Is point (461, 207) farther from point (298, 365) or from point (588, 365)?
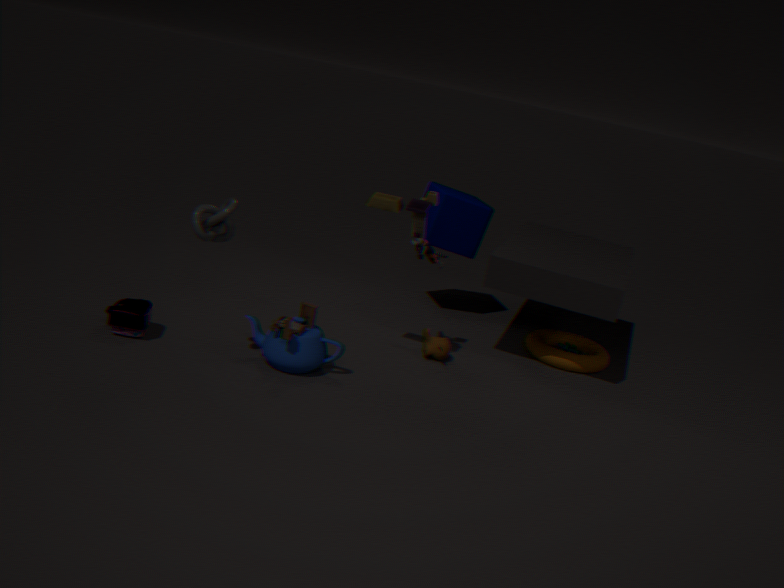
point (298, 365)
